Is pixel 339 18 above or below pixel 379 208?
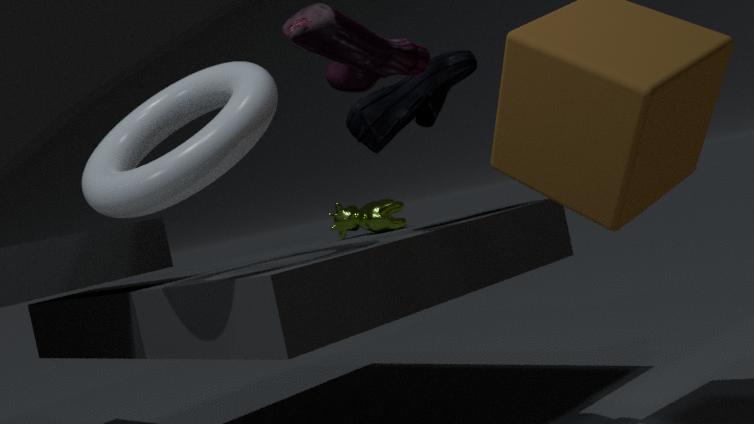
above
